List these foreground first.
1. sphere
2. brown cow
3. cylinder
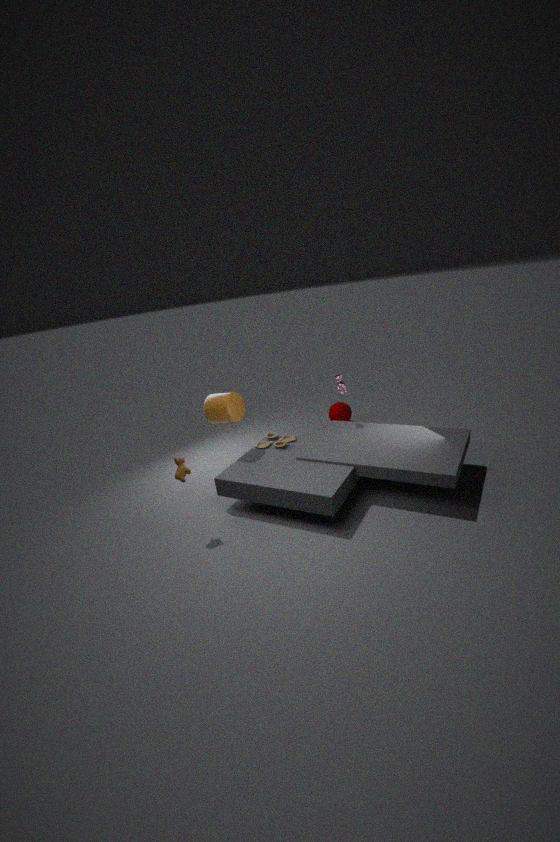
brown cow
cylinder
sphere
